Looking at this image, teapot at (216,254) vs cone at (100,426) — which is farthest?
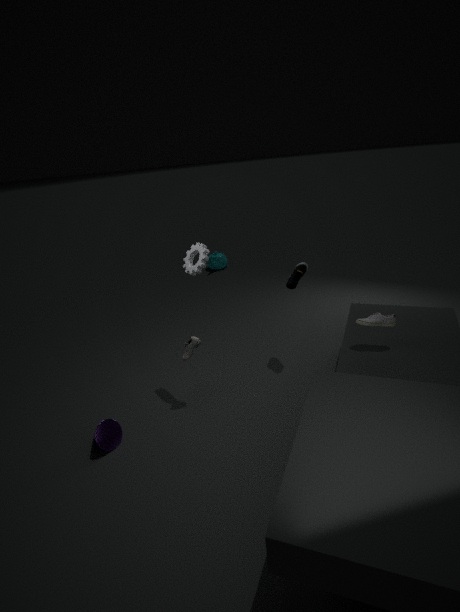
teapot at (216,254)
